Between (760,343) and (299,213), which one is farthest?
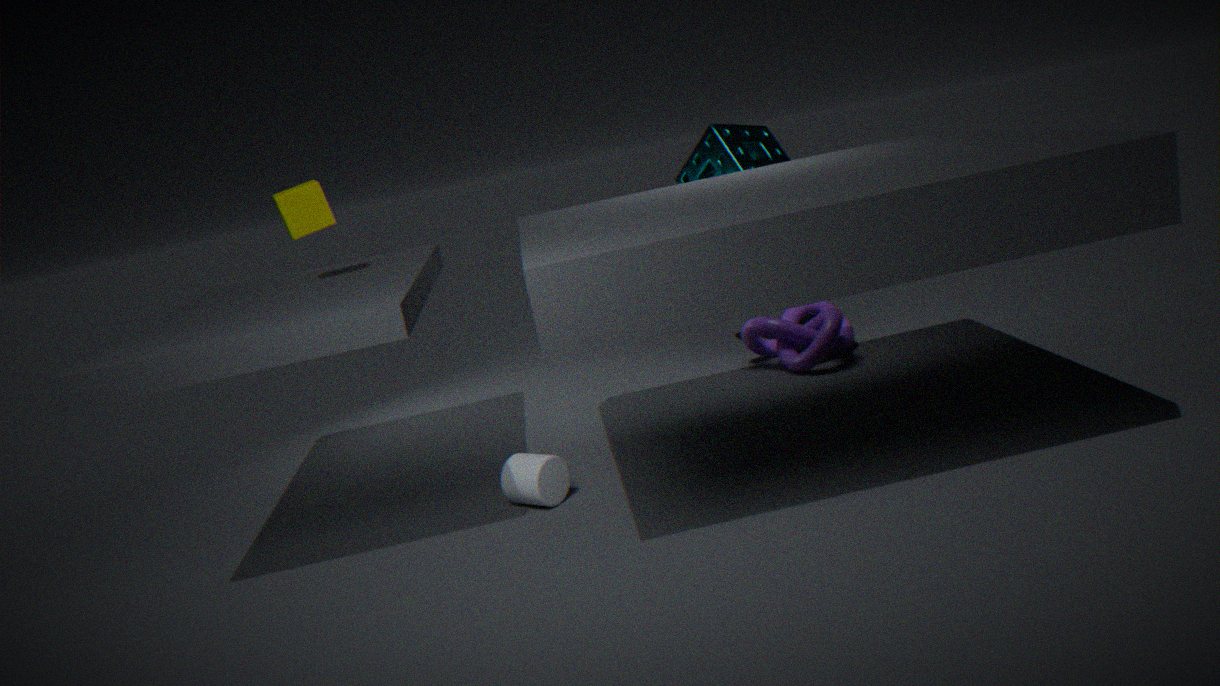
(760,343)
